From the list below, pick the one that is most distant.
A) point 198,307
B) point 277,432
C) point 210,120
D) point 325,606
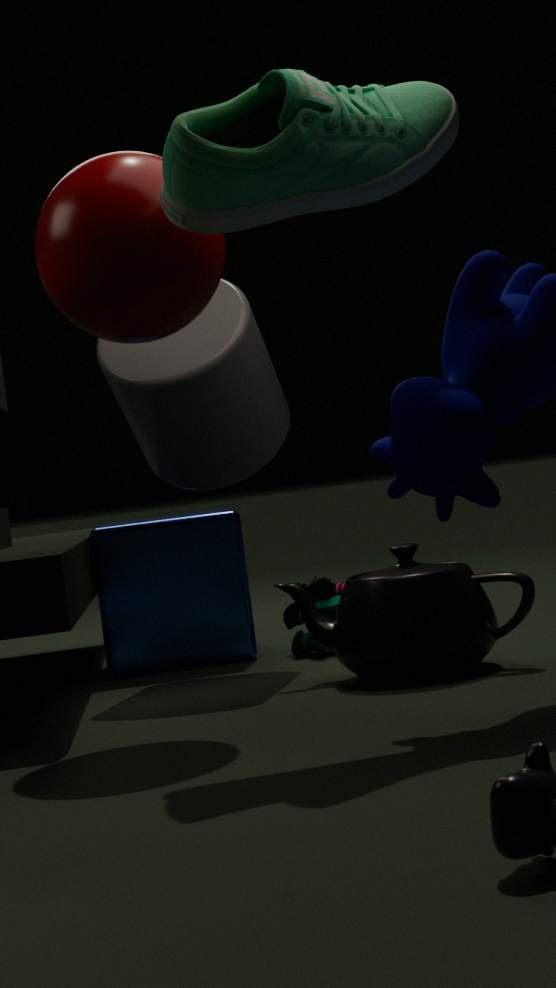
point 325,606
